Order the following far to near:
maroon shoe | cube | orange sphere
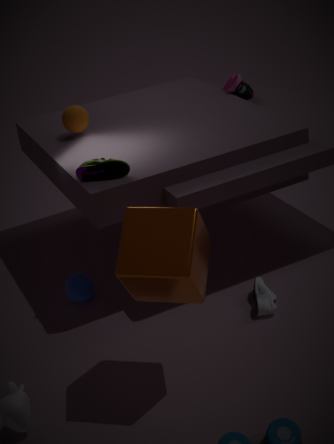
orange sphere → maroon shoe → cube
